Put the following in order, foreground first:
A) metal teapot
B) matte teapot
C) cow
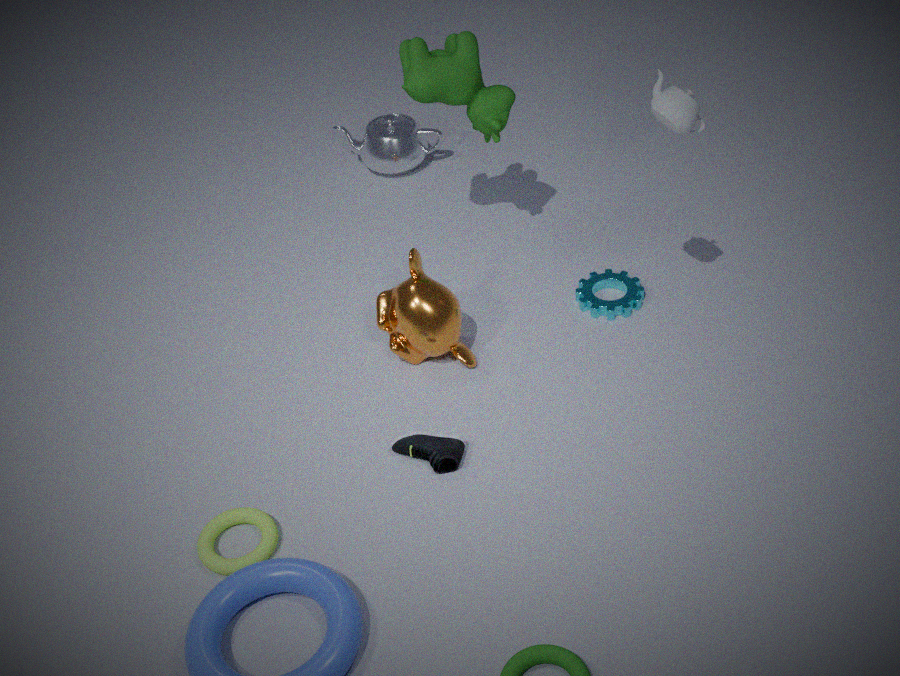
matte teapot → cow → metal teapot
